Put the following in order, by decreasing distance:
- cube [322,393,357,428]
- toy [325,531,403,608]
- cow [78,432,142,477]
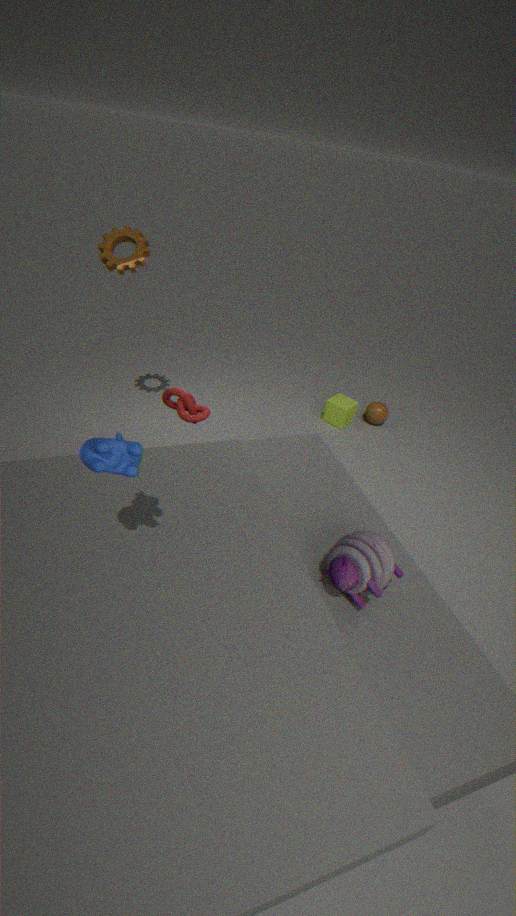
1. cube [322,393,357,428]
2. toy [325,531,403,608]
3. cow [78,432,142,477]
